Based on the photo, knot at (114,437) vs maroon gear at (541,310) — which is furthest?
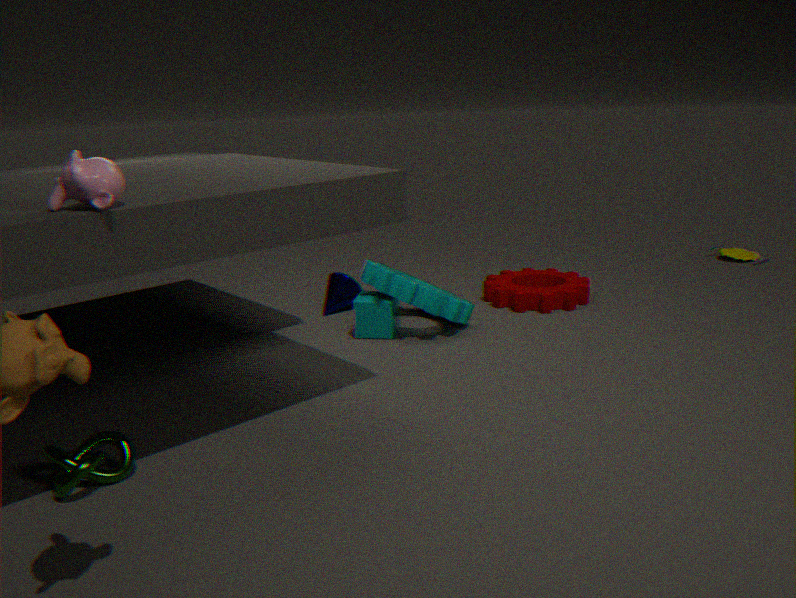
maroon gear at (541,310)
